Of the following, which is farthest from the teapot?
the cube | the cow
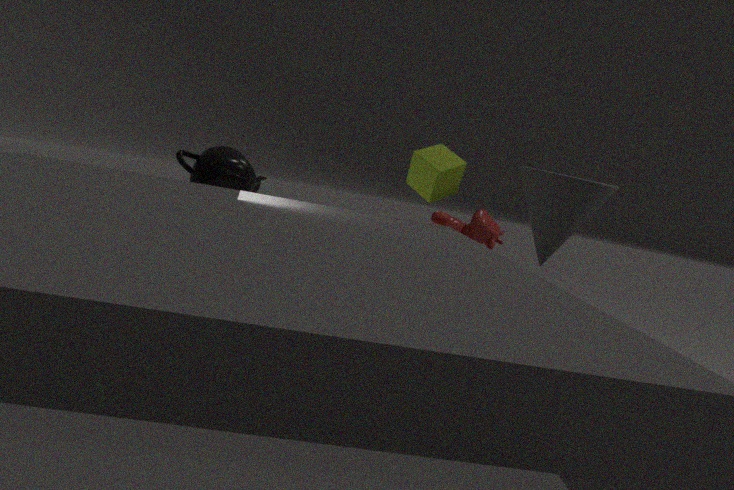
the cow
